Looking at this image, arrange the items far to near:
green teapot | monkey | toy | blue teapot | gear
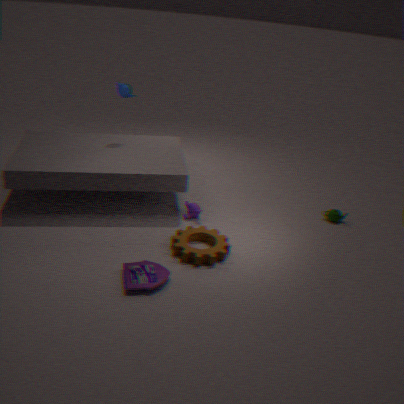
blue teapot, green teapot, monkey, gear, toy
